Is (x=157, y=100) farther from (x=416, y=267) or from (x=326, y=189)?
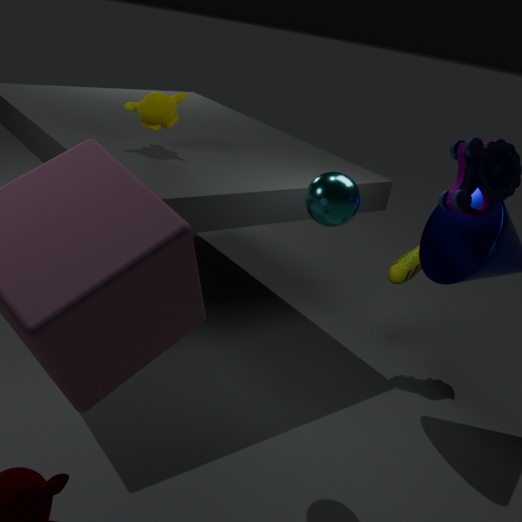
(x=416, y=267)
